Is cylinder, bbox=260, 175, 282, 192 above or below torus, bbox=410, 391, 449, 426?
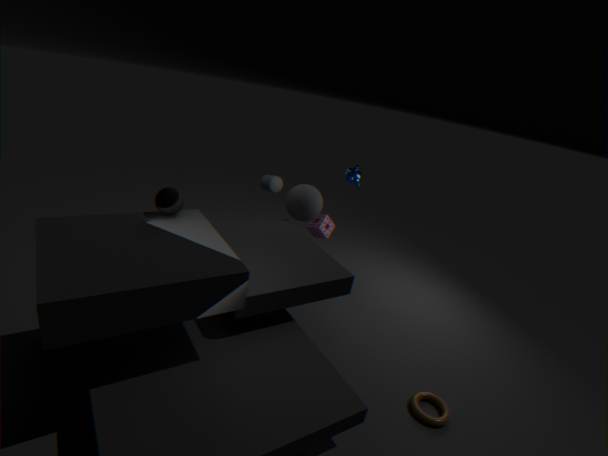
Result: above
